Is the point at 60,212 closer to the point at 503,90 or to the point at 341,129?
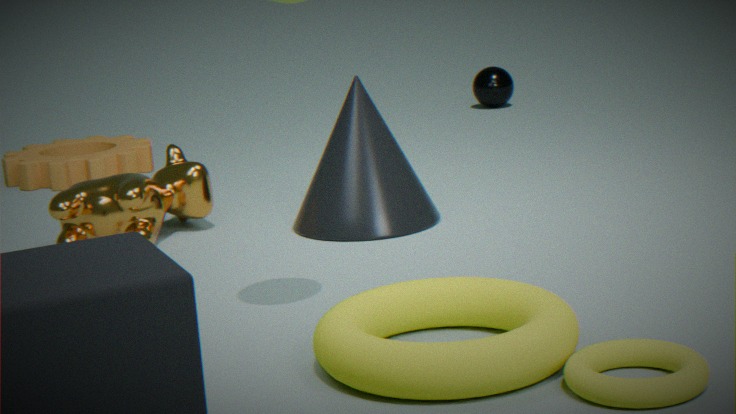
the point at 341,129
